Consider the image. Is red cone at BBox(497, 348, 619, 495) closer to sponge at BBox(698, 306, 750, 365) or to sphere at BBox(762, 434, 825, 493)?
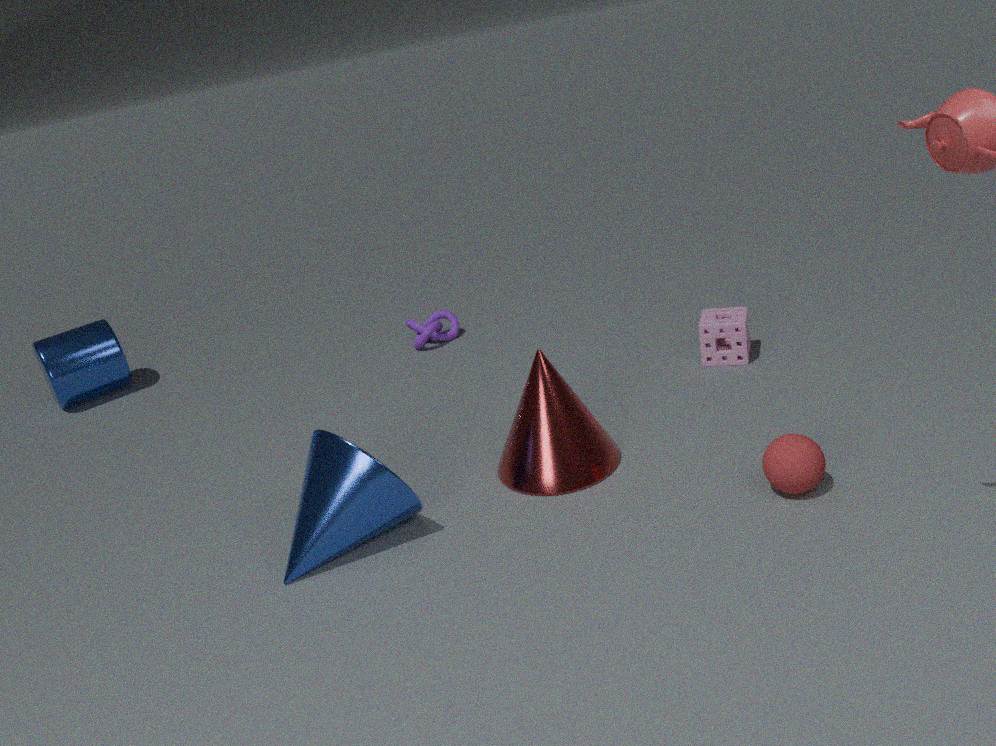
sphere at BBox(762, 434, 825, 493)
